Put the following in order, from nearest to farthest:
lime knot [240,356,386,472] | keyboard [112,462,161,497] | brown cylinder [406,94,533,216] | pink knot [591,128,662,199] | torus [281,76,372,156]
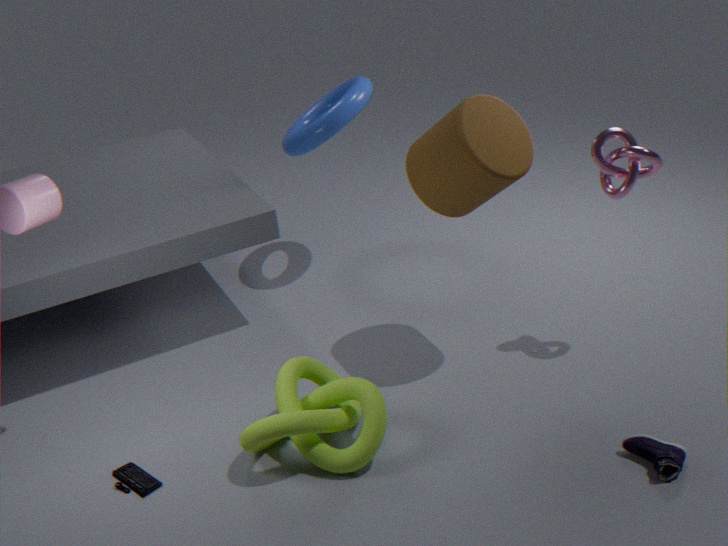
lime knot [240,356,386,472]
keyboard [112,462,161,497]
brown cylinder [406,94,533,216]
pink knot [591,128,662,199]
torus [281,76,372,156]
